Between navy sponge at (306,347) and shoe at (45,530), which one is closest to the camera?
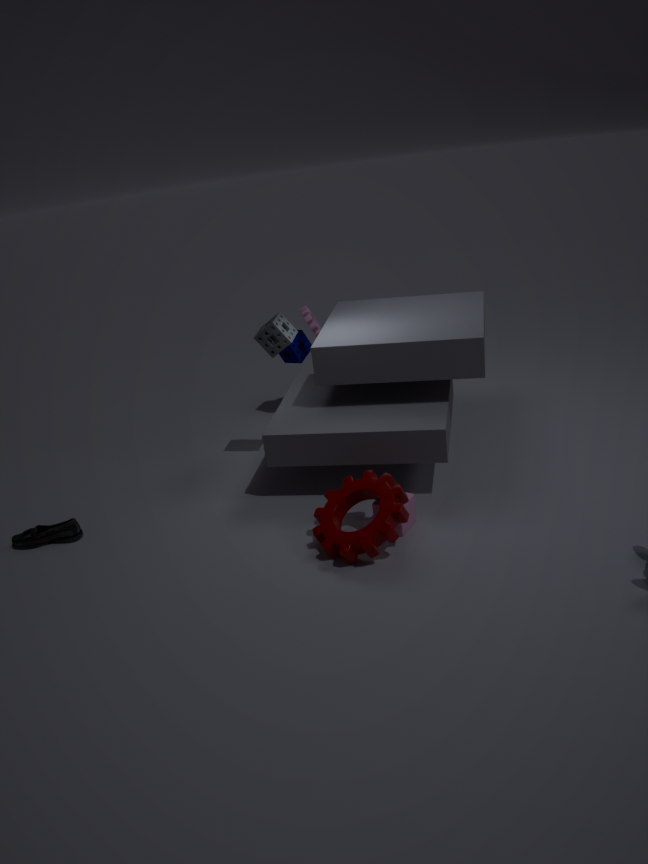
shoe at (45,530)
